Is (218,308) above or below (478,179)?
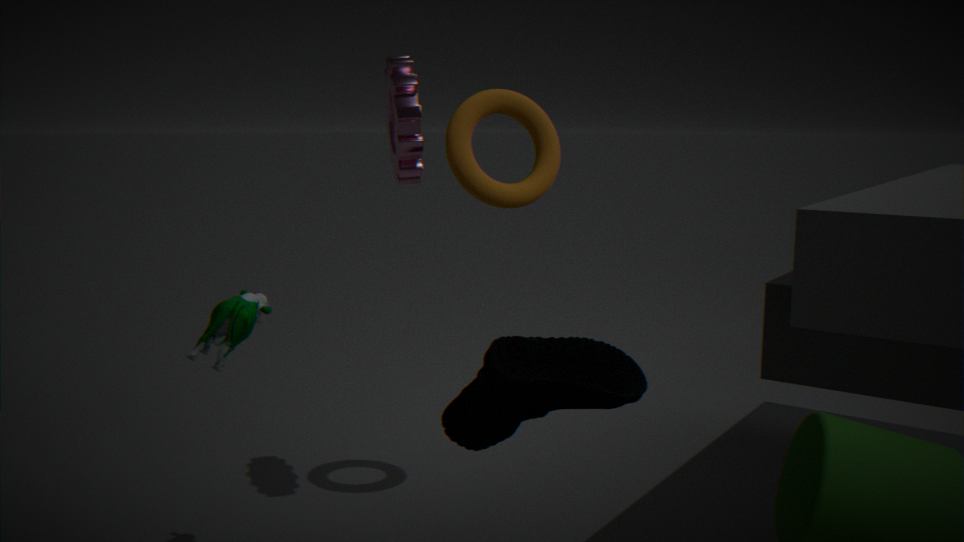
below
